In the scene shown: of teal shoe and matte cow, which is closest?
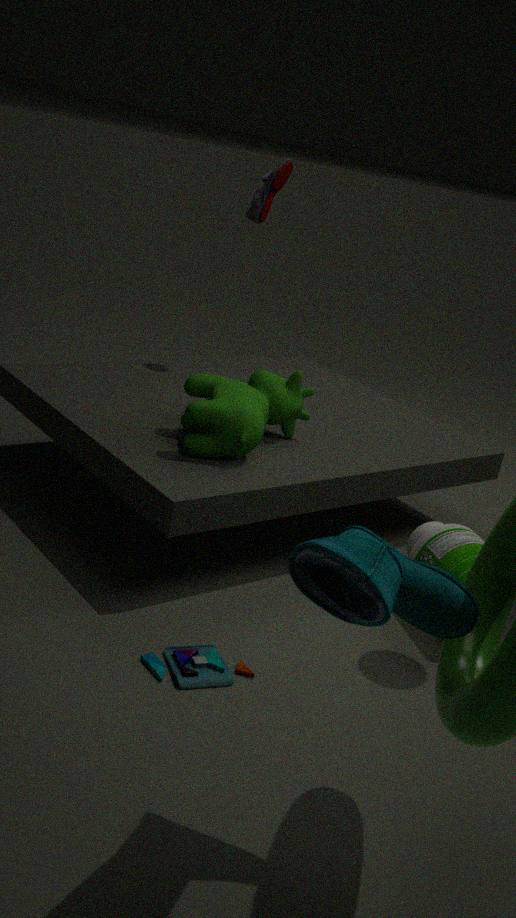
teal shoe
